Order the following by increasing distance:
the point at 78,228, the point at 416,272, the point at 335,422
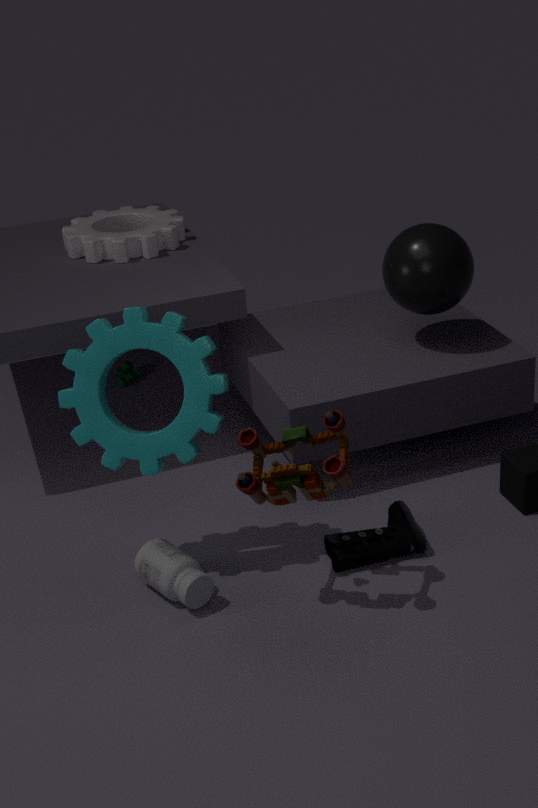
the point at 335,422 → the point at 416,272 → the point at 78,228
